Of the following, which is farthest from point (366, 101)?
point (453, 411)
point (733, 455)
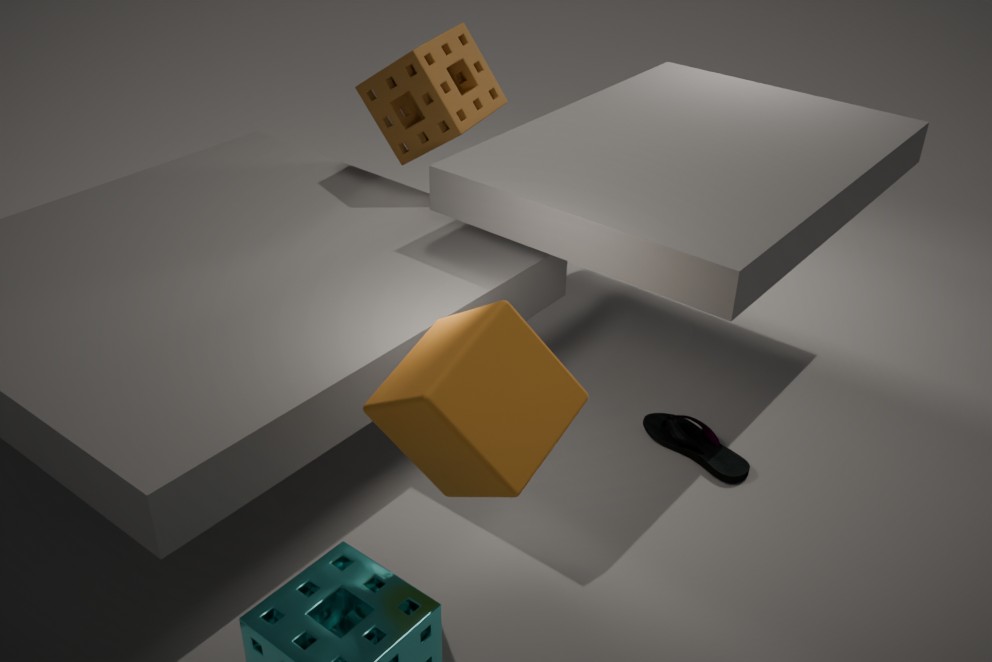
point (453, 411)
